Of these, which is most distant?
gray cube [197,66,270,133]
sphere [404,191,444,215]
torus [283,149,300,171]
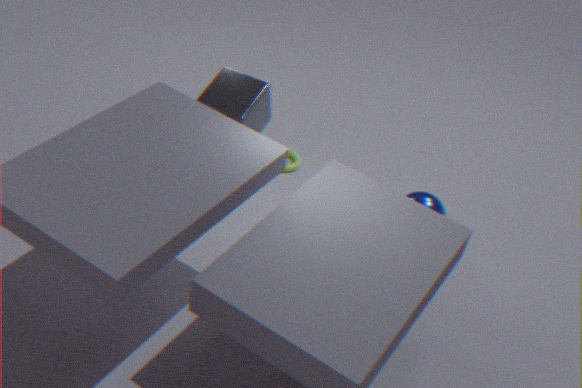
torus [283,149,300,171]
